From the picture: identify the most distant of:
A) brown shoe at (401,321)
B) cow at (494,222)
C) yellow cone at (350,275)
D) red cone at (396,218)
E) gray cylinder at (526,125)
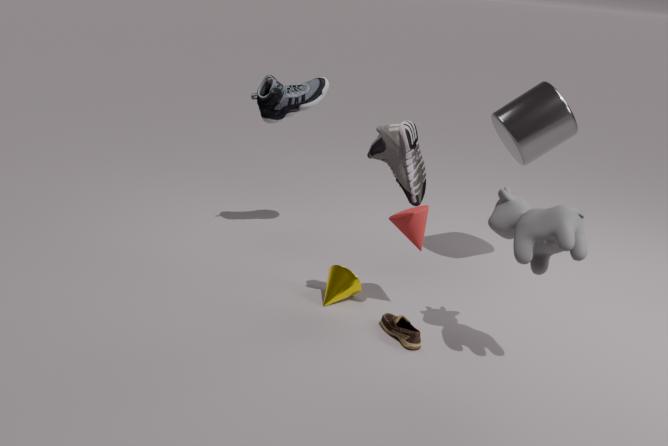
gray cylinder at (526,125)
